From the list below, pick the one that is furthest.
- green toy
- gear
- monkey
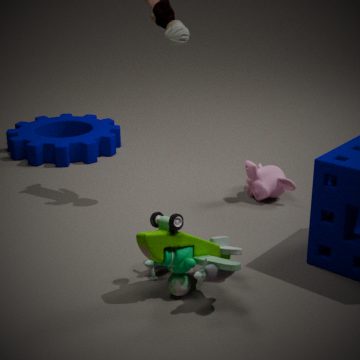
Result: gear
